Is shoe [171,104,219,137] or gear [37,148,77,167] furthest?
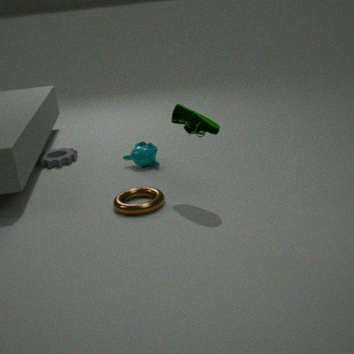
gear [37,148,77,167]
